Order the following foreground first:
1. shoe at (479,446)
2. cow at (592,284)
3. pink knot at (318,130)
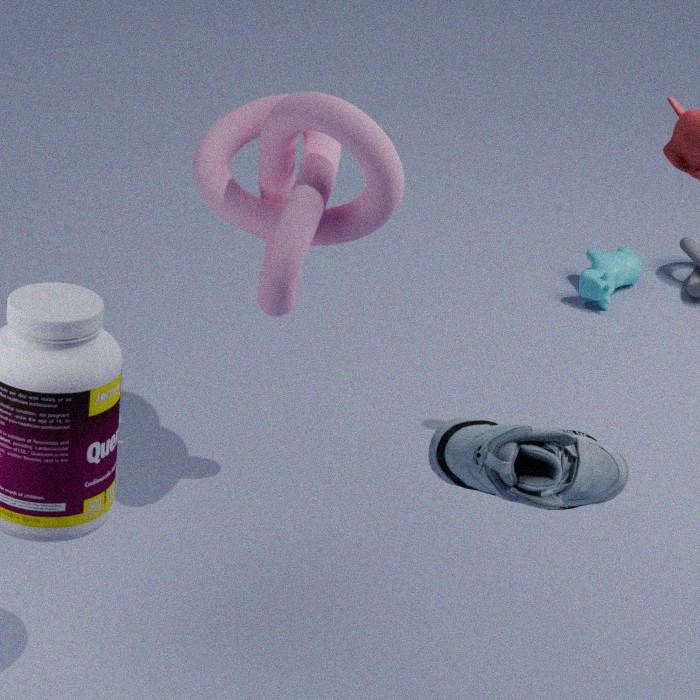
1. shoe at (479,446)
2. pink knot at (318,130)
3. cow at (592,284)
